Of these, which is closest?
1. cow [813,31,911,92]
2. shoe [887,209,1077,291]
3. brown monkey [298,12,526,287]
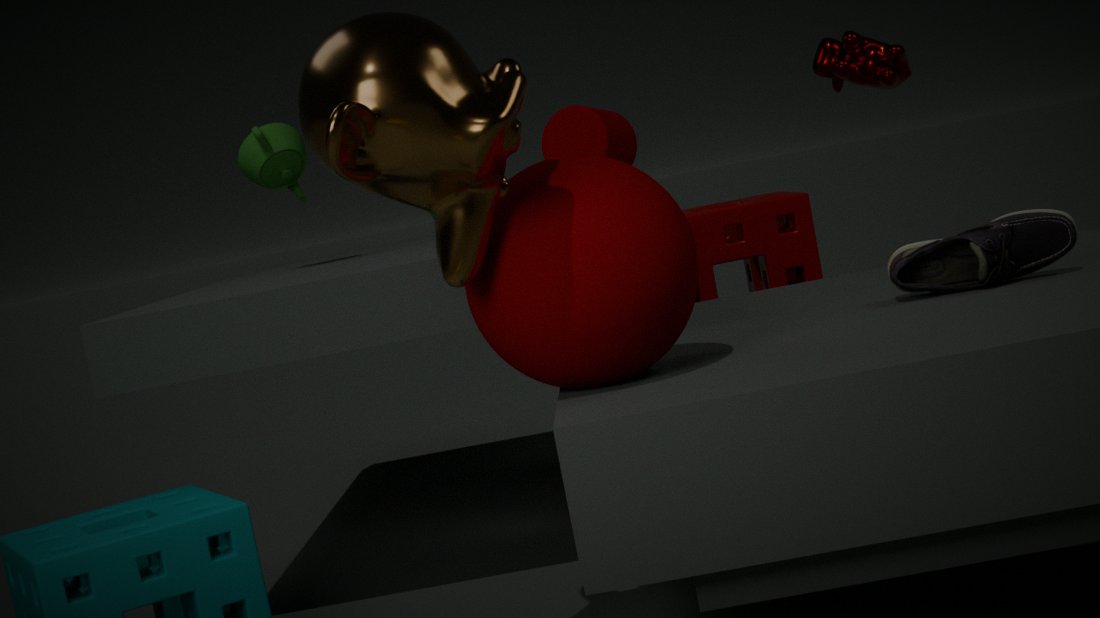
brown monkey [298,12,526,287]
